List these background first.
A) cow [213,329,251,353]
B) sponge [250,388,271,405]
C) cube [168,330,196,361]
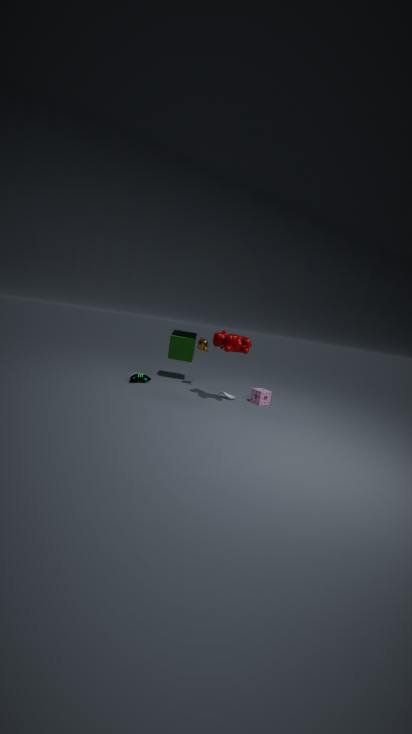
1. cube [168,330,196,361]
2. sponge [250,388,271,405]
3. cow [213,329,251,353]
